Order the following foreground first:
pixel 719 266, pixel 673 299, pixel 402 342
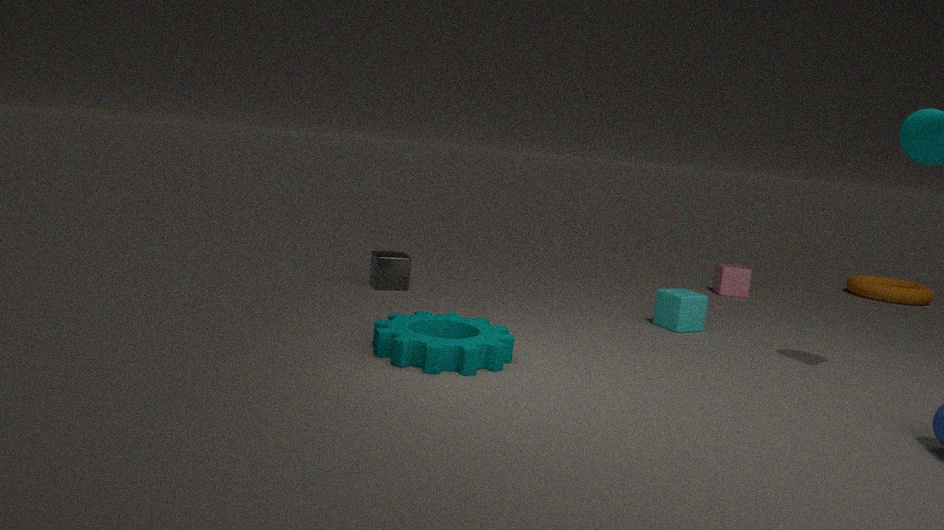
pixel 402 342, pixel 673 299, pixel 719 266
